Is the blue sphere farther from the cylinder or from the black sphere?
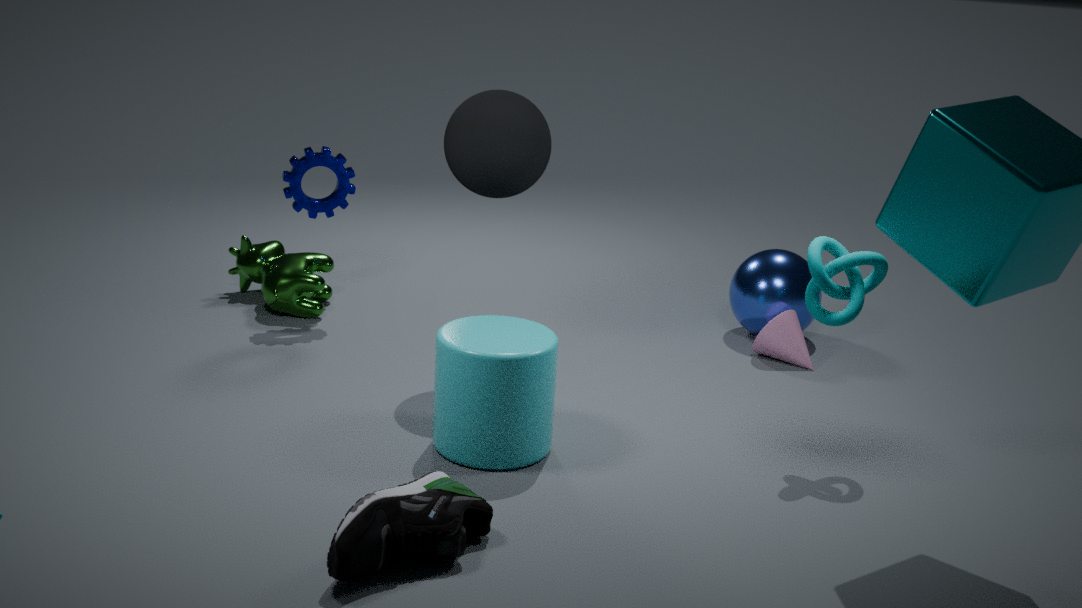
the cylinder
